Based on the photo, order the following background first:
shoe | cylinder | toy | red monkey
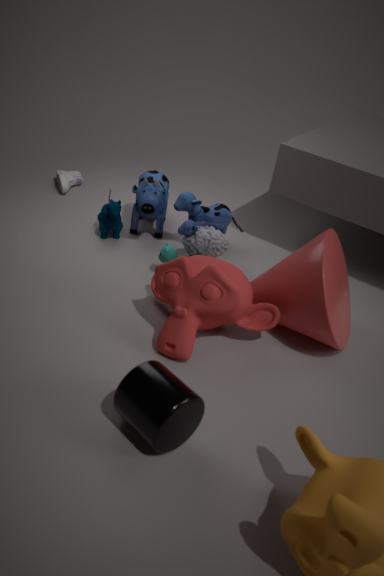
1. shoe
2. toy
3. red monkey
4. cylinder
